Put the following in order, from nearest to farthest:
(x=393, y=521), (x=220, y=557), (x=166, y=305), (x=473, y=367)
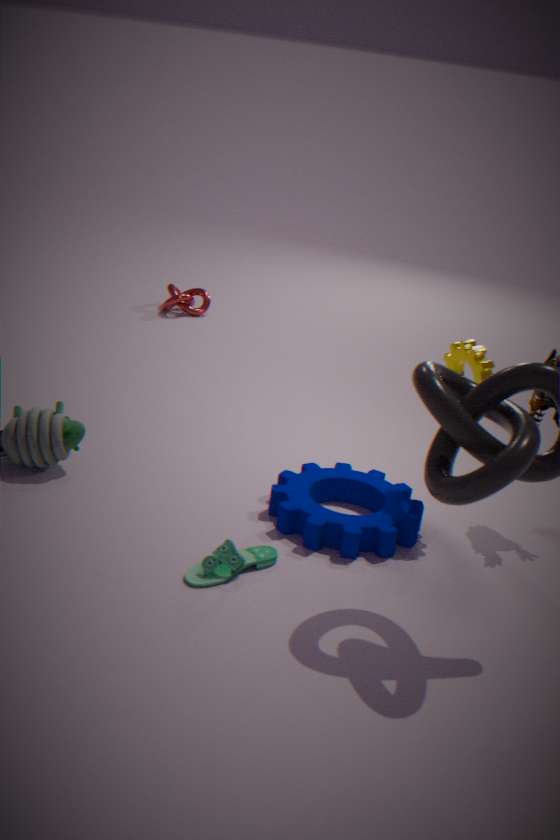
1. (x=220, y=557)
2. (x=393, y=521)
3. (x=473, y=367)
4. (x=166, y=305)
